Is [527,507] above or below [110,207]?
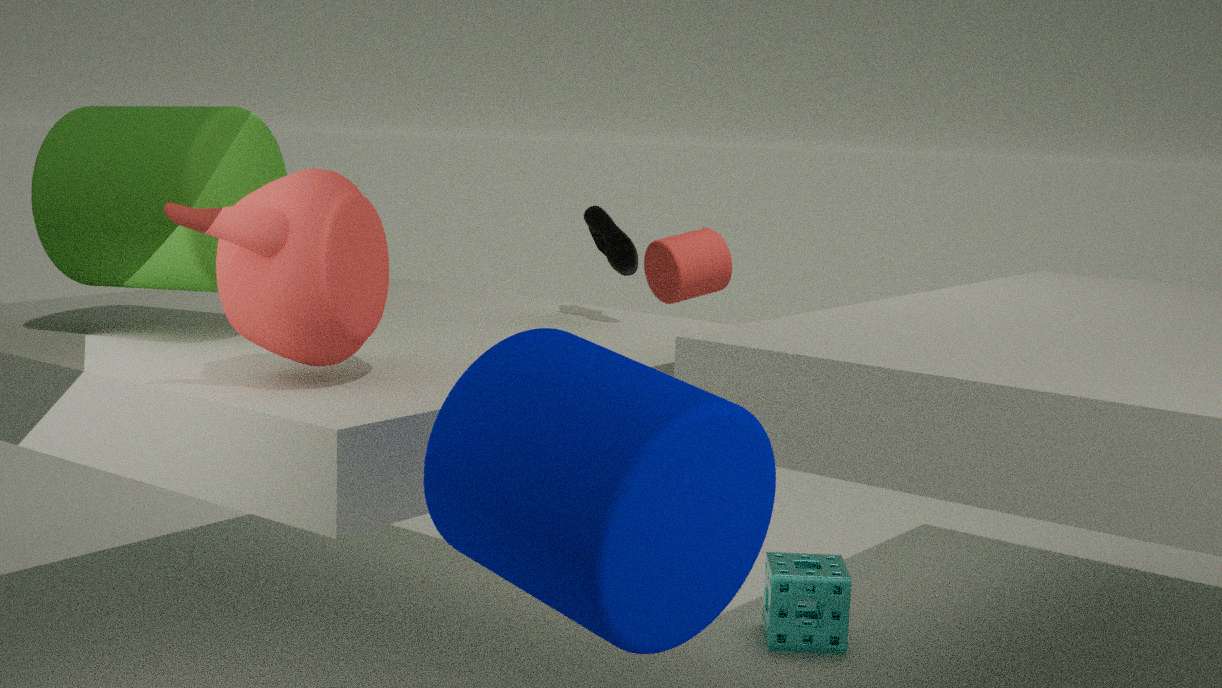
below
